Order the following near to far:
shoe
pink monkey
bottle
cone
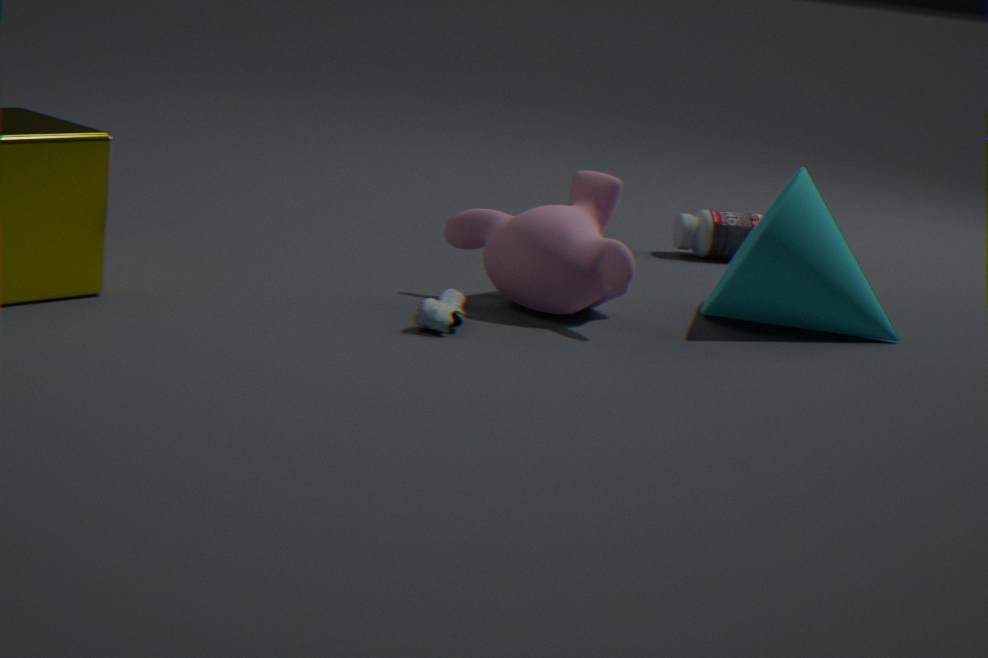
shoe < pink monkey < cone < bottle
